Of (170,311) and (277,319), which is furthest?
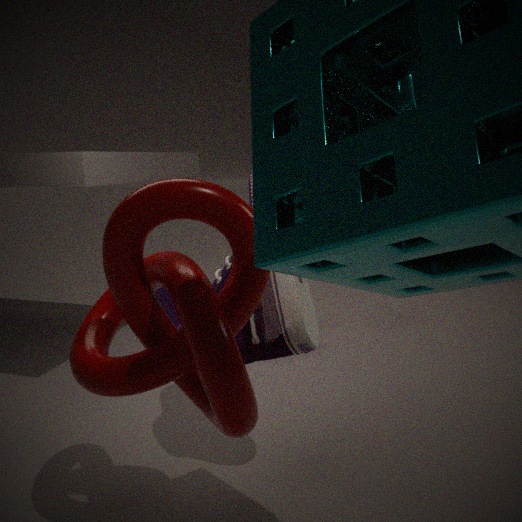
(170,311)
